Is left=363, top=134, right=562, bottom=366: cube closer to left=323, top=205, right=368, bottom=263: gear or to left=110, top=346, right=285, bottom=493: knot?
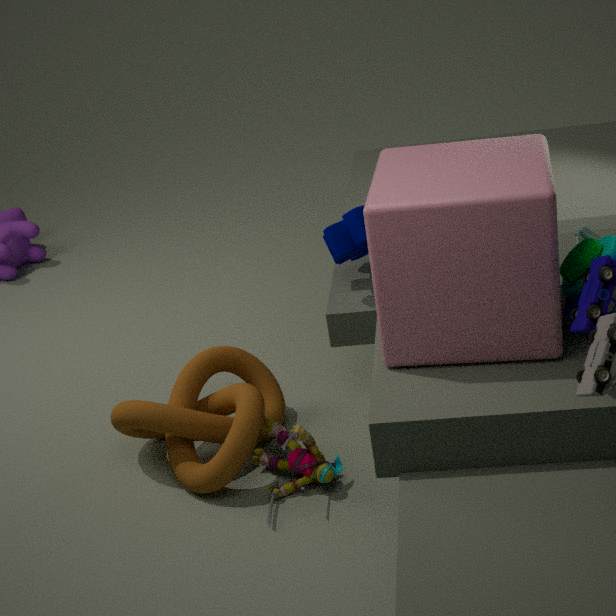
left=323, top=205, right=368, bottom=263: gear
